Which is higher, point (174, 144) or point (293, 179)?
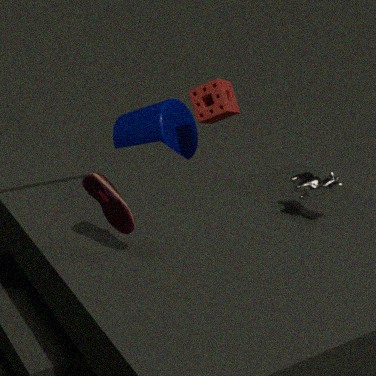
point (293, 179)
